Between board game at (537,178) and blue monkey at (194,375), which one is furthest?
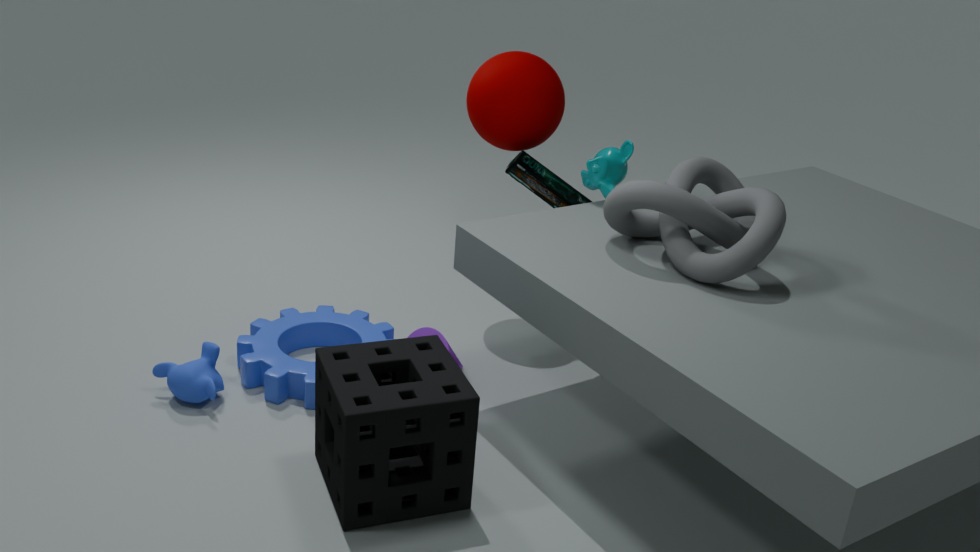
board game at (537,178)
